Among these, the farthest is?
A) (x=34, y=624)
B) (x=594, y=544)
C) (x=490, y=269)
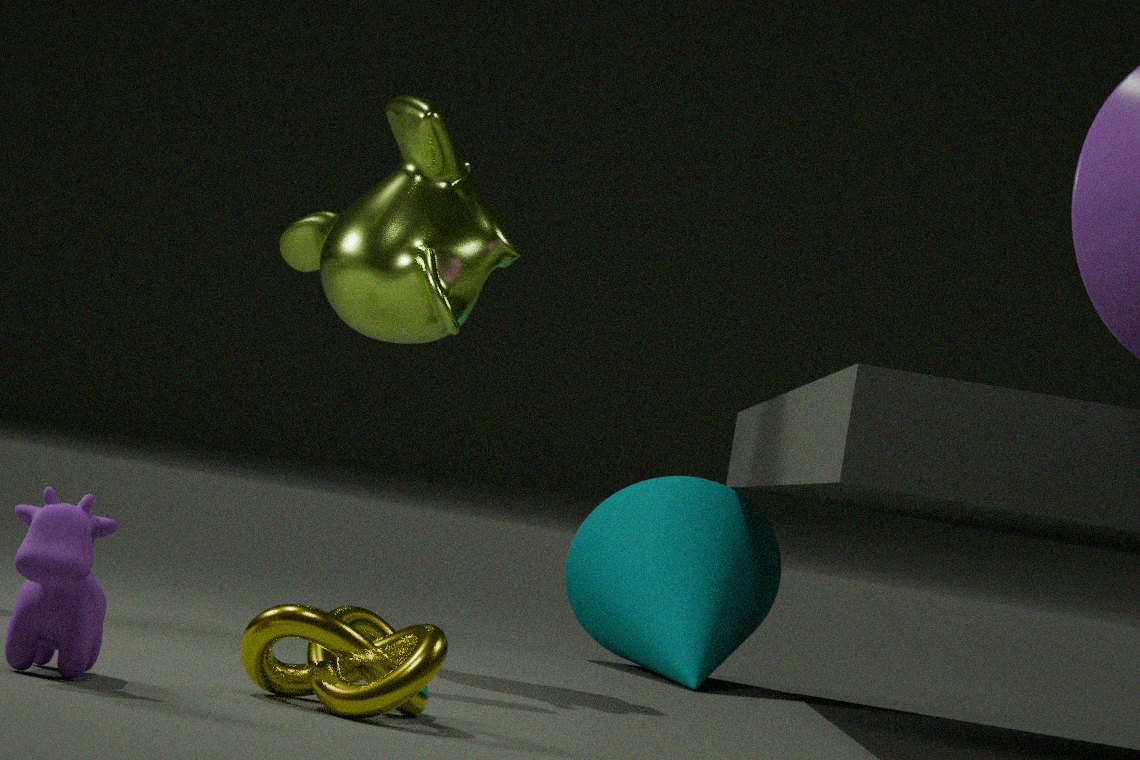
(x=594, y=544)
